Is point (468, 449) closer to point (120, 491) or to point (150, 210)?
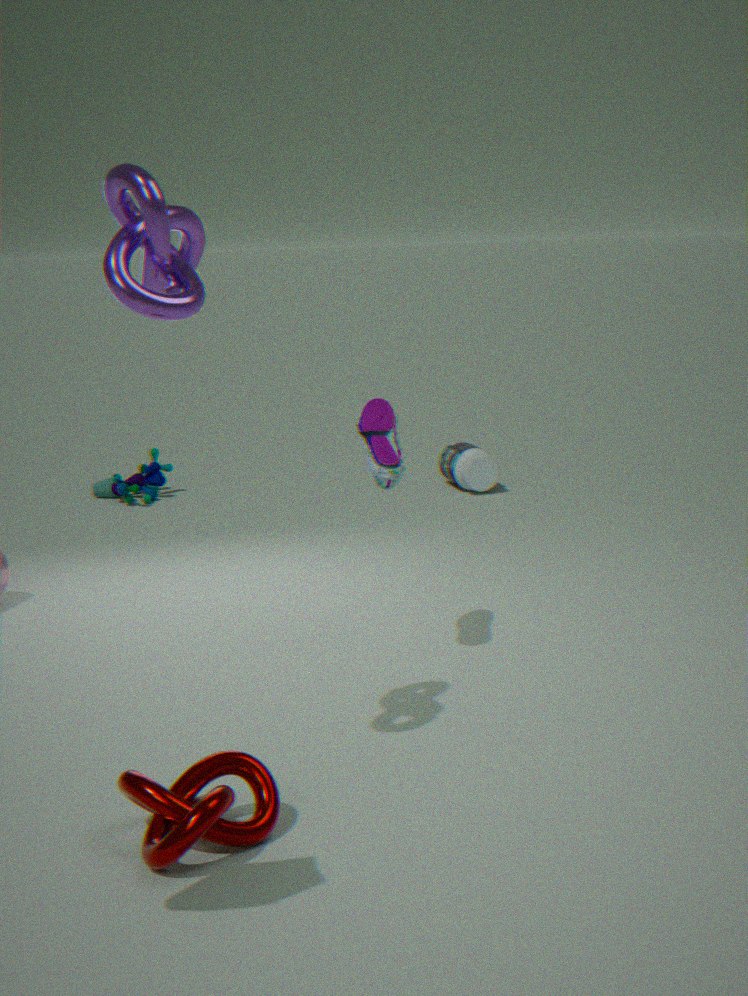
point (120, 491)
